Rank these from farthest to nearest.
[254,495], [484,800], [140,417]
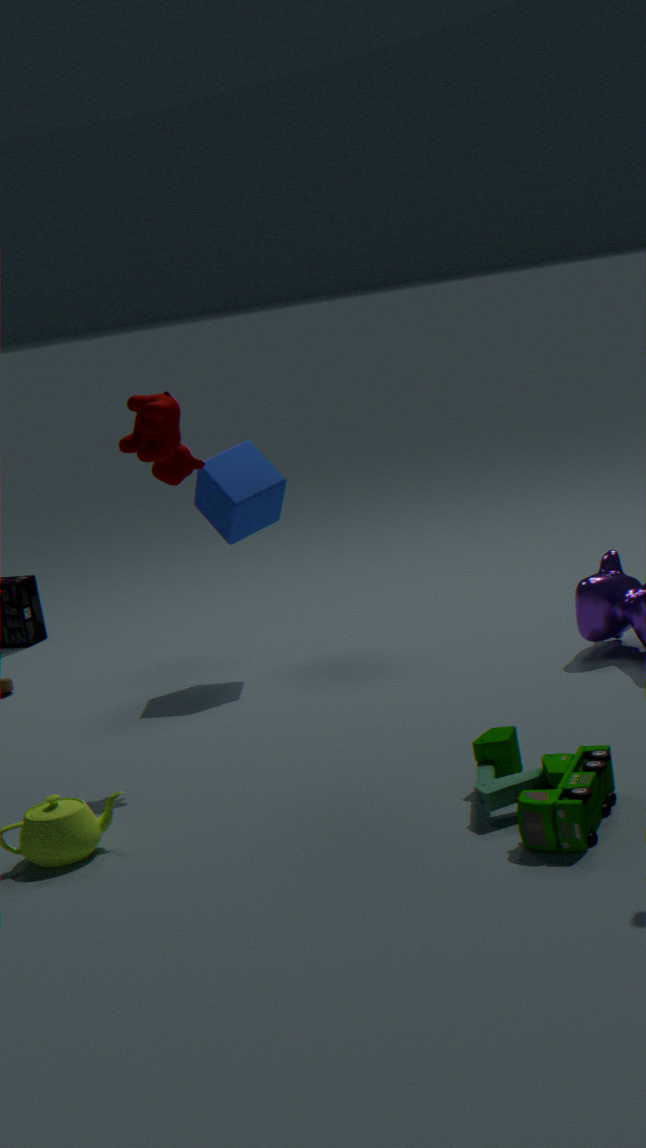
[254,495]
[140,417]
[484,800]
